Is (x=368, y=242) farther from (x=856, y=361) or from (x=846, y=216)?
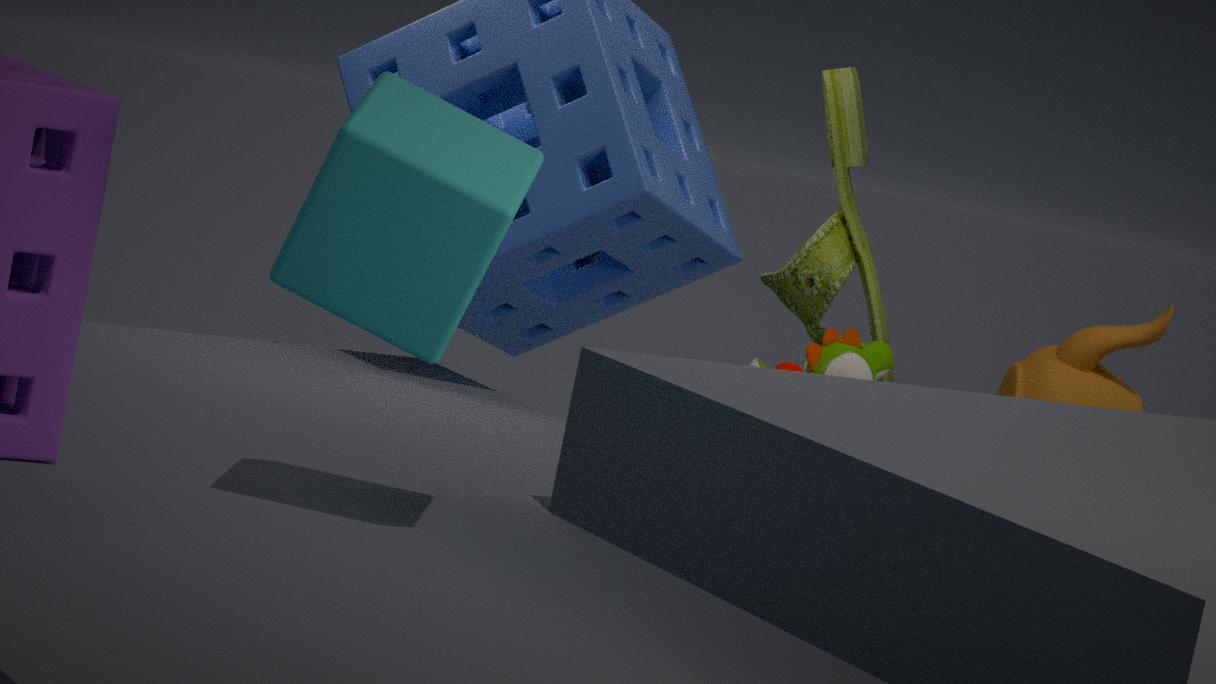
(x=846, y=216)
